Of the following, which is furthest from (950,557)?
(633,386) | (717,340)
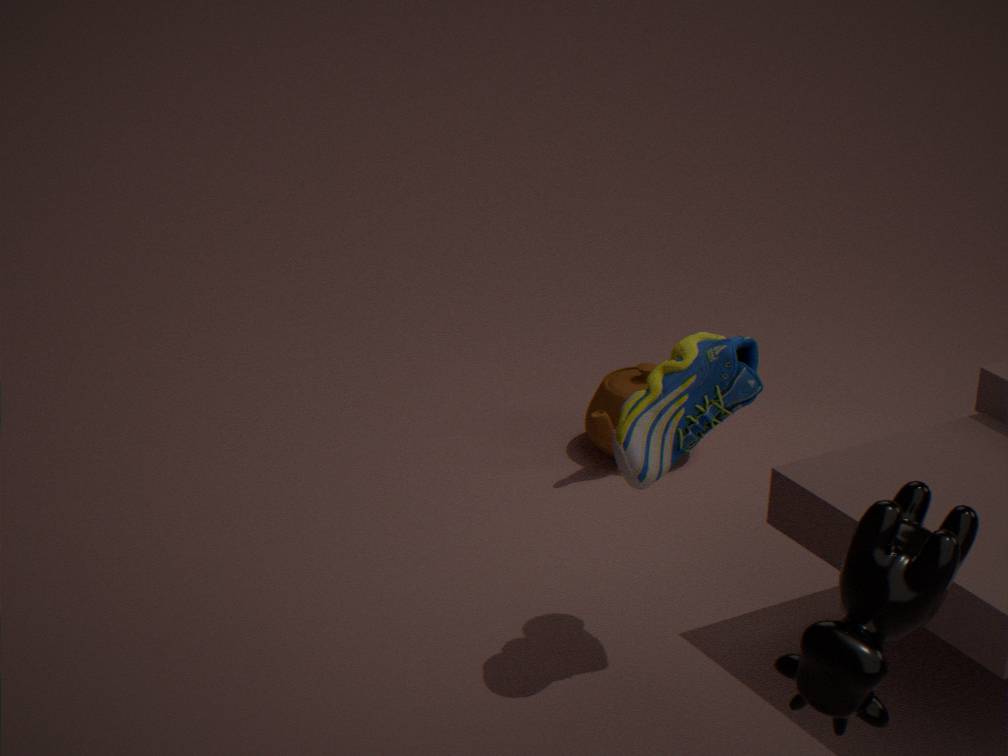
(633,386)
